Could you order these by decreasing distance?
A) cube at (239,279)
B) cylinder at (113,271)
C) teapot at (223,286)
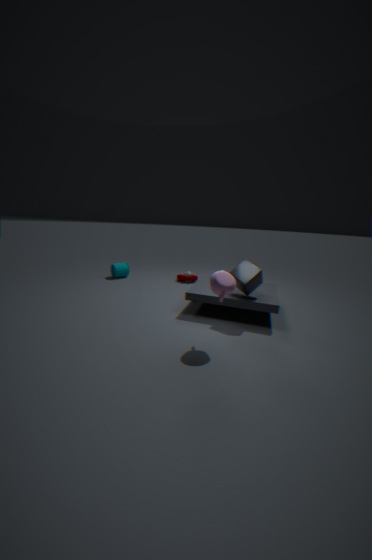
cylinder at (113,271) < cube at (239,279) < teapot at (223,286)
